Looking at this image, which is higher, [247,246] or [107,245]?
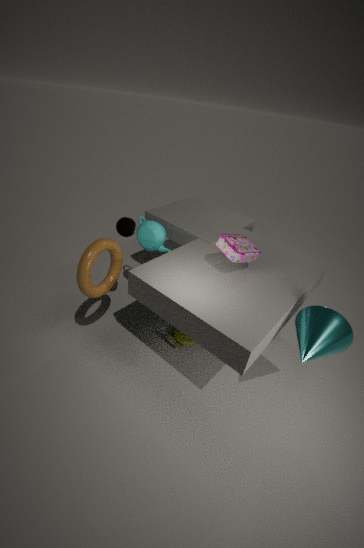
[247,246]
